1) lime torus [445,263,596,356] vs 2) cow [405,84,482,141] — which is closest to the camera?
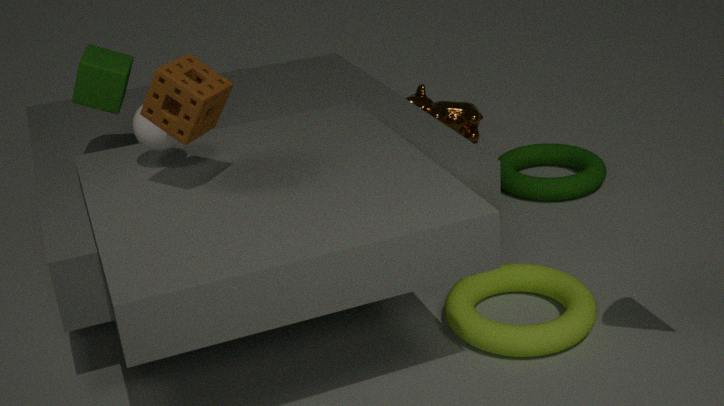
1. lime torus [445,263,596,356]
